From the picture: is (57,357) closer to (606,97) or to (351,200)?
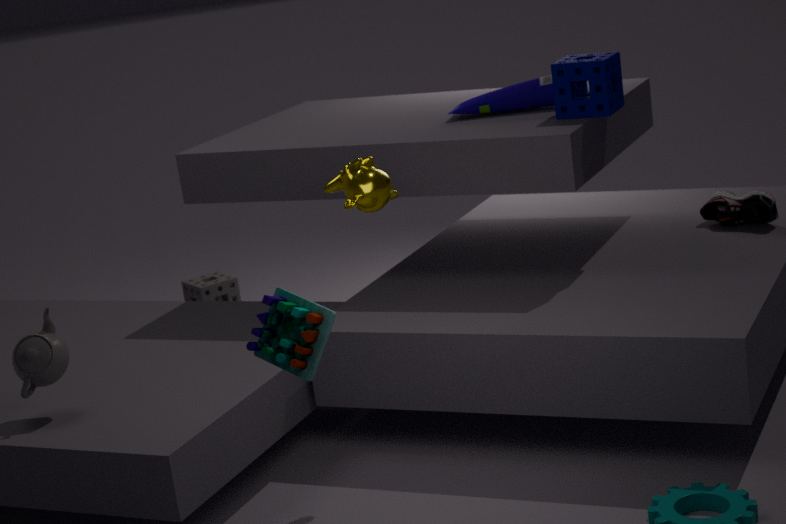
(351,200)
